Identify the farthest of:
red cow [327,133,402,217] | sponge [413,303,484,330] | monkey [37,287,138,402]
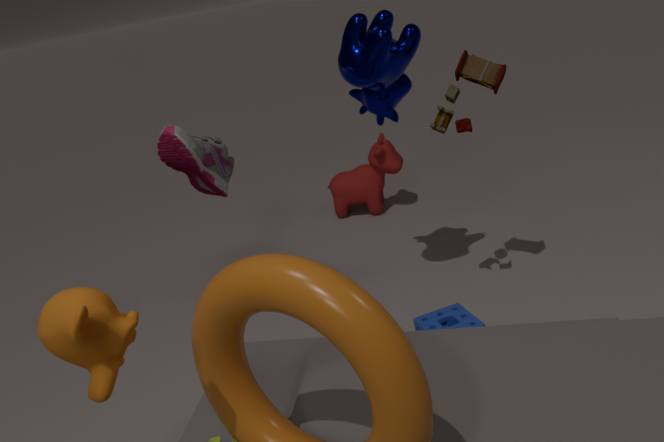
red cow [327,133,402,217]
